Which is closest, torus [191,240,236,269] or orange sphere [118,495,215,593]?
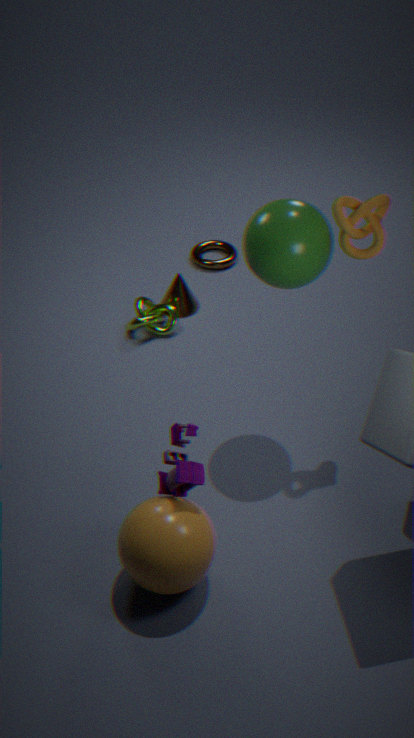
orange sphere [118,495,215,593]
